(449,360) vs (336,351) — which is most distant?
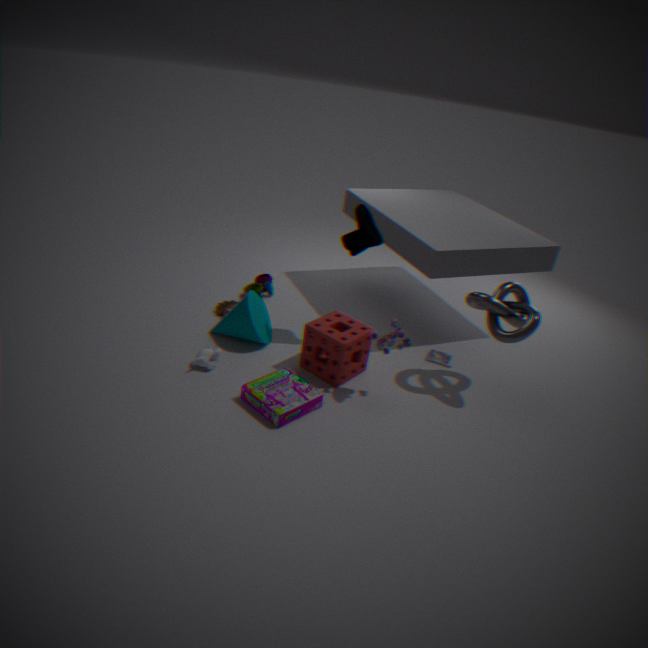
(449,360)
